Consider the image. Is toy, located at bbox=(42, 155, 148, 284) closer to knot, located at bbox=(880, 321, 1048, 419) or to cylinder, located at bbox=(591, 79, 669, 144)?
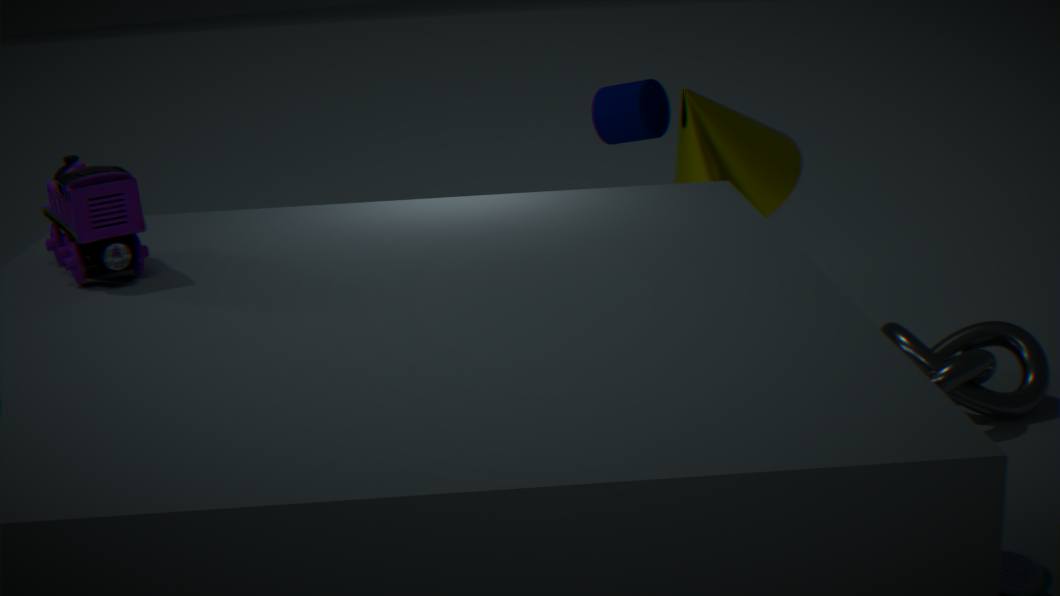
cylinder, located at bbox=(591, 79, 669, 144)
